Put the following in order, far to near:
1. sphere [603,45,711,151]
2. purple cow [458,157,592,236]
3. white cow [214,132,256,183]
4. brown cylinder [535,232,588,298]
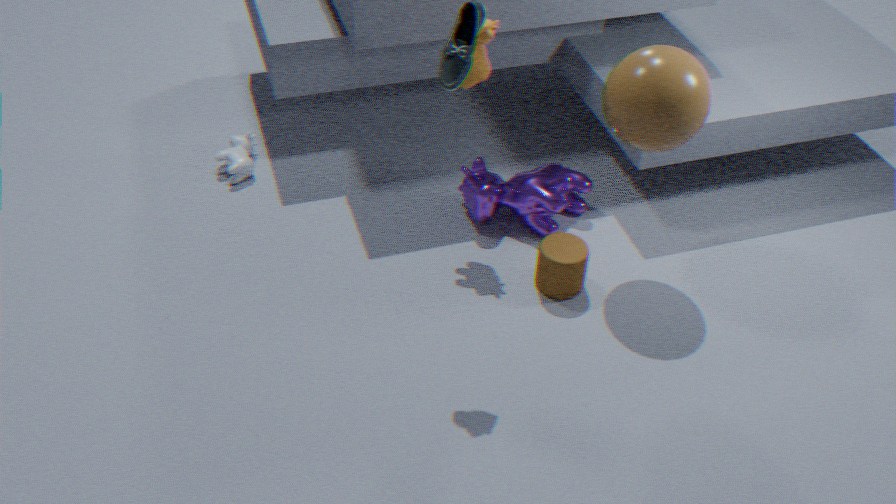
1. white cow [214,132,256,183]
2. purple cow [458,157,592,236]
3. brown cylinder [535,232,588,298]
4. sphere [603,45,711,151]
